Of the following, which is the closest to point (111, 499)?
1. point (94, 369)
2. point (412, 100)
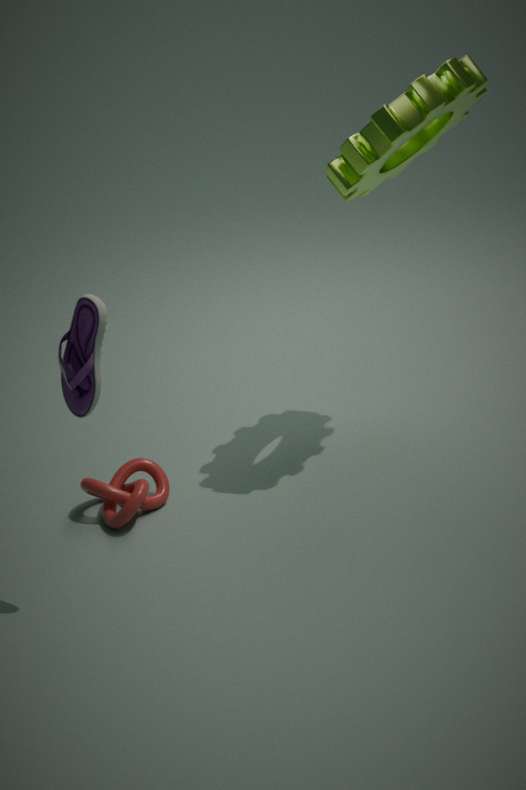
point (94, 369)
